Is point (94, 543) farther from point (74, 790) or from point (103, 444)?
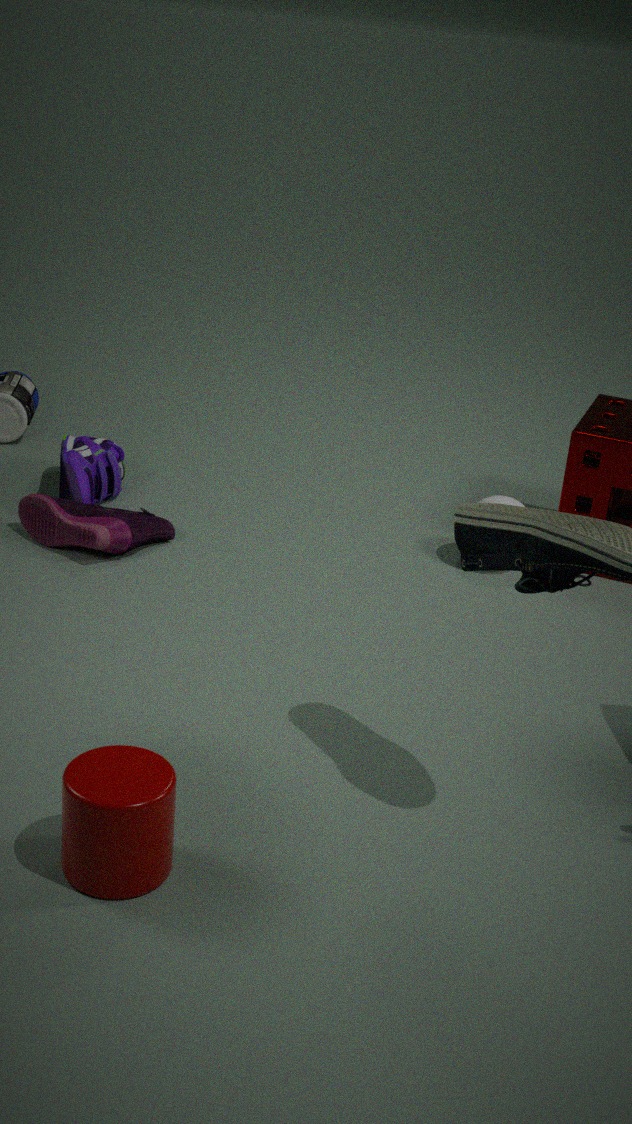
point (74, 790)
